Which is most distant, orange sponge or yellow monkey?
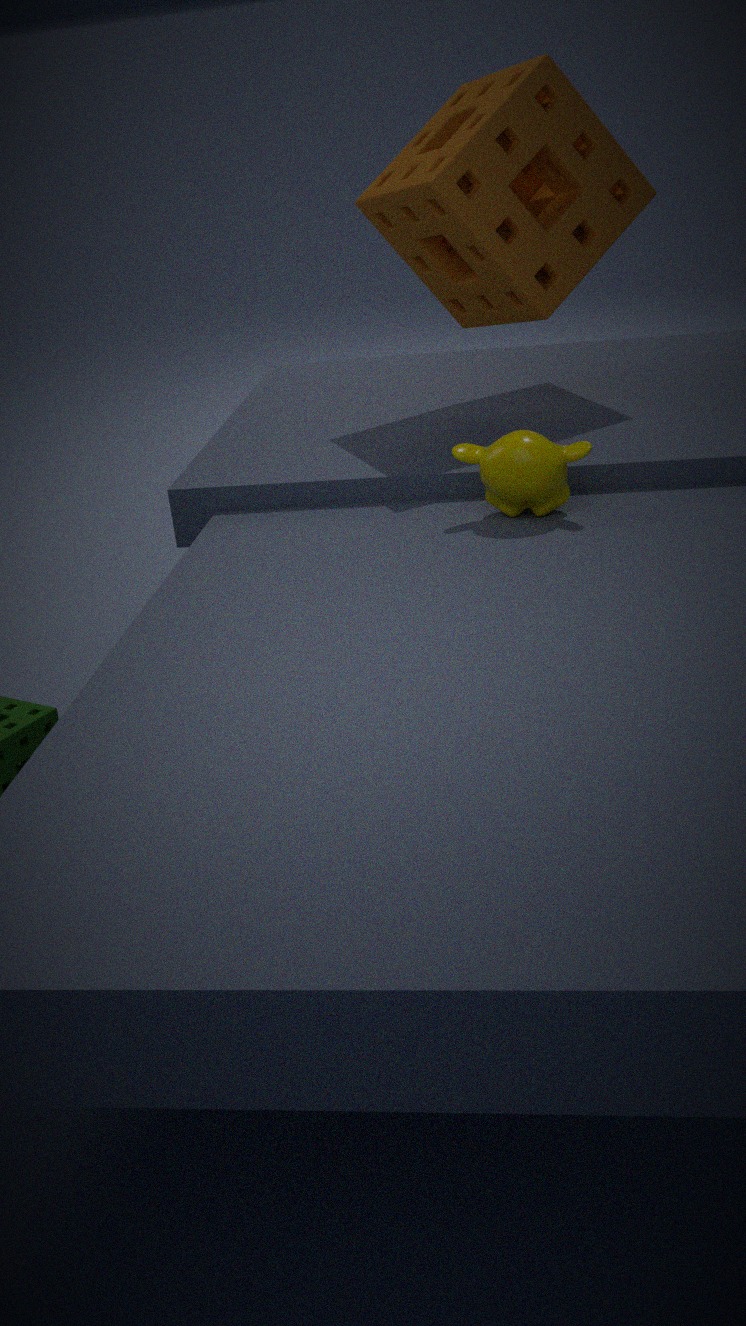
orange sponge
